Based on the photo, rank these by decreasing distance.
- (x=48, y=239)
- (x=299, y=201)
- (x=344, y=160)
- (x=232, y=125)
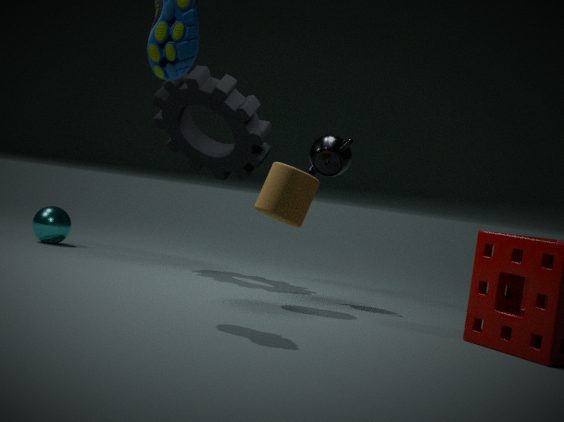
1. (x=48, y=239)
2. (x=232, y=125)
3. (x=344, y=160)
4. (x=299, y=201)
